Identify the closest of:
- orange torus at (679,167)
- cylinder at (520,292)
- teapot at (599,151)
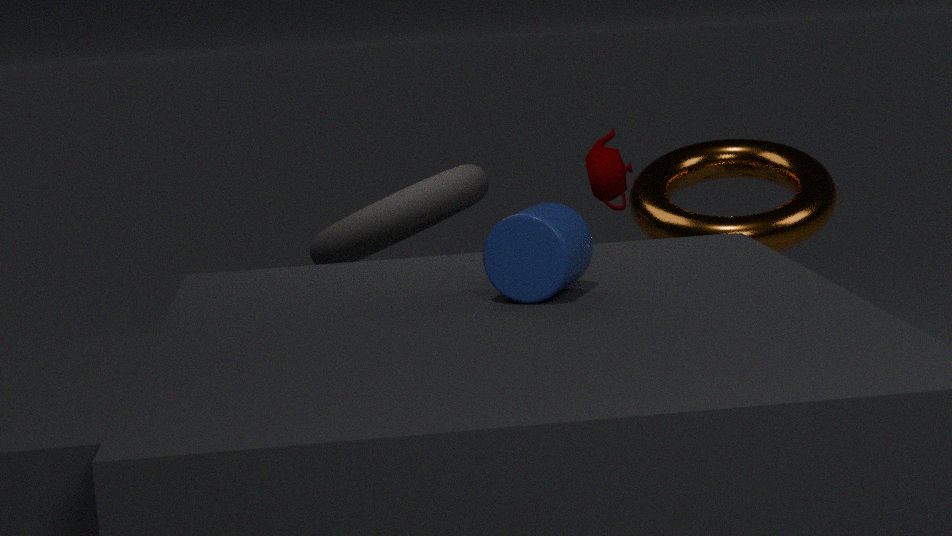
cylinder at (520,292)
